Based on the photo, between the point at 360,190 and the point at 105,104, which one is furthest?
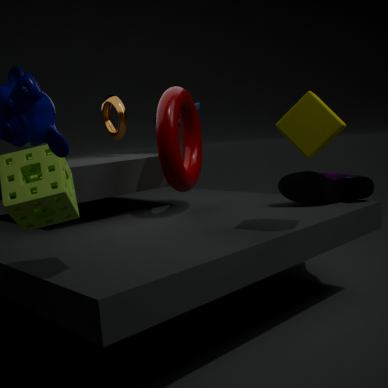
the point at 105,104
